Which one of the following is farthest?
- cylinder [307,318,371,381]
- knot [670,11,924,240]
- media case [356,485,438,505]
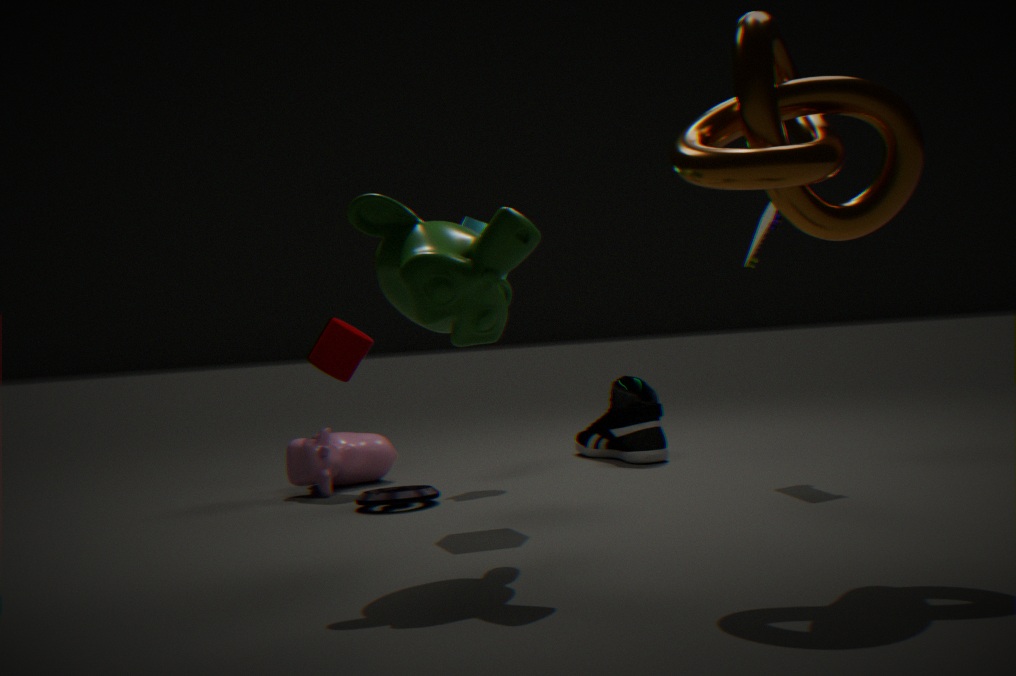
cylinder [307,318,371,381]
